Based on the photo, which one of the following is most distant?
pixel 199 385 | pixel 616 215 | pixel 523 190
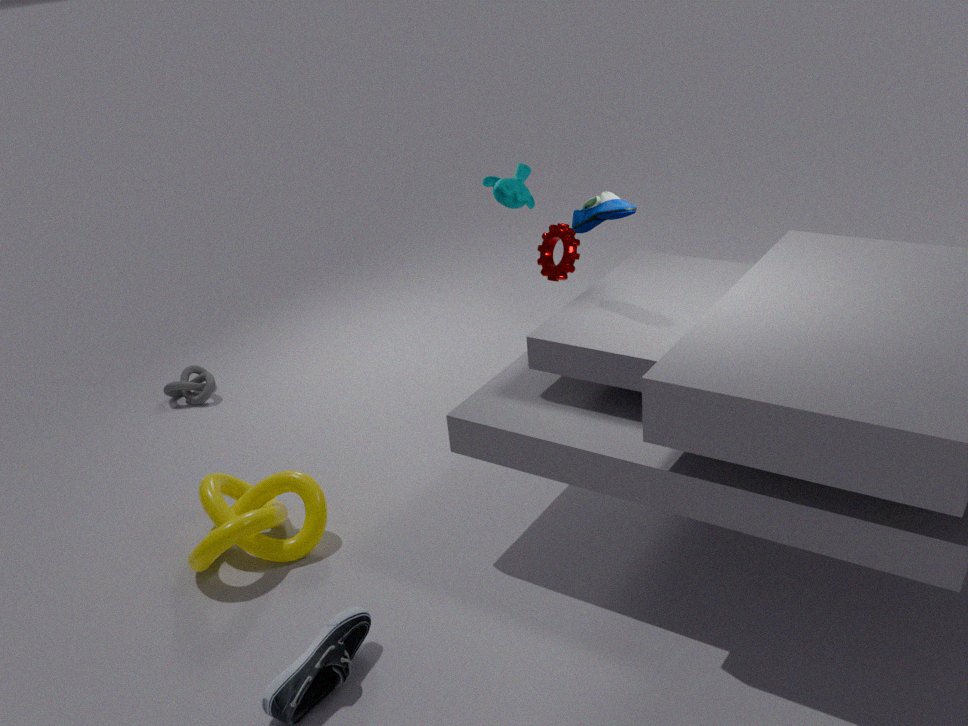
pixel 199 385
